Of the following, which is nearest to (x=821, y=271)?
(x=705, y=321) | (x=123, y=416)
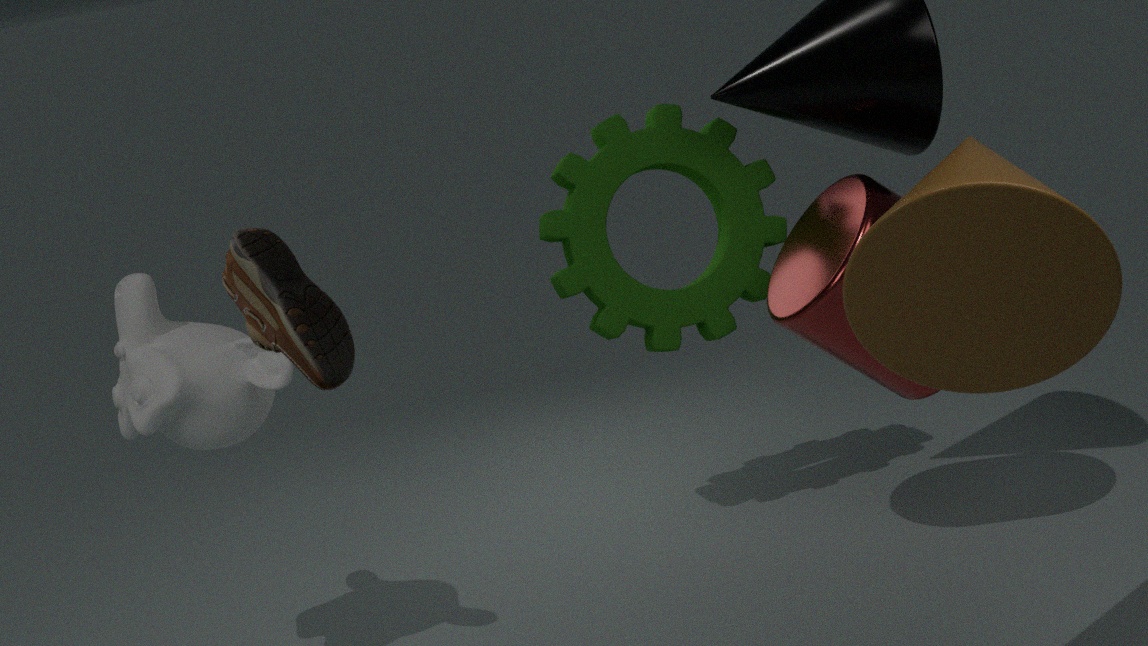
(x=705, y=321)
